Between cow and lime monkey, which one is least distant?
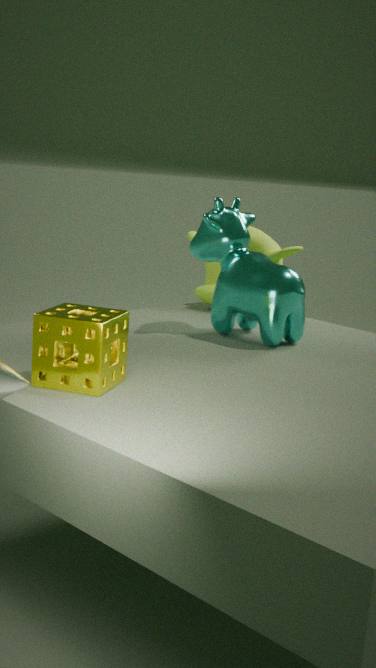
cow
